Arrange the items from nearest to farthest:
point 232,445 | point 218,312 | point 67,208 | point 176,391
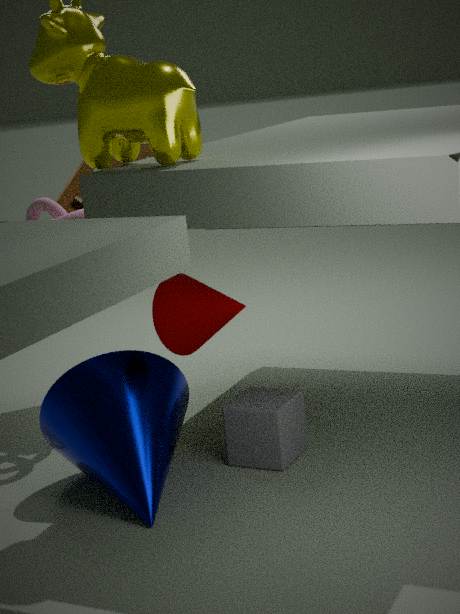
point 218,312 → point 176,391 → point 232,445 → point 67,208
